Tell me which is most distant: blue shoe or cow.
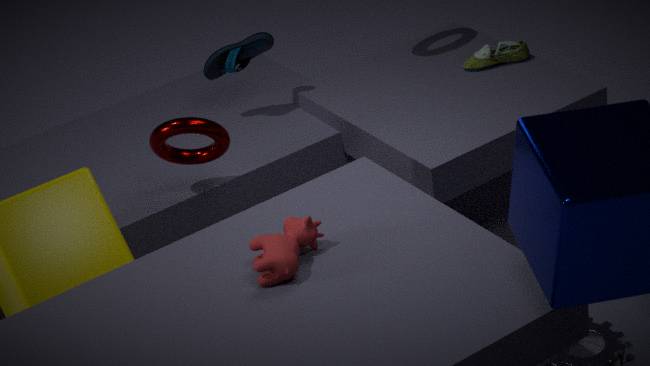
blue shoe
